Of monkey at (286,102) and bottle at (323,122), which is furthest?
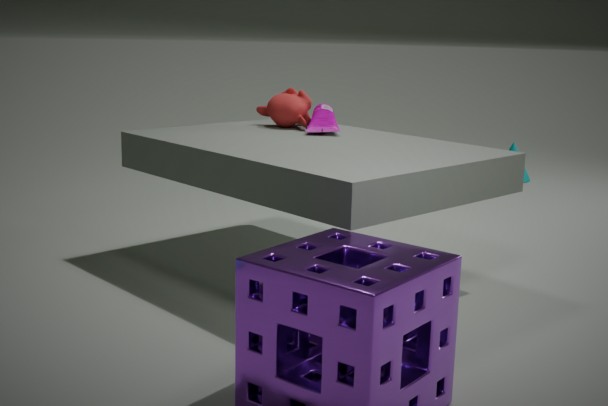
monkey at (286,102)
